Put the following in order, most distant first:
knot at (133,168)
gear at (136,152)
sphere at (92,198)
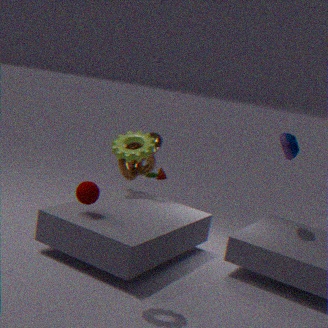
knot at (133,168) < sphere at (92,198) < gear at (136,152)
